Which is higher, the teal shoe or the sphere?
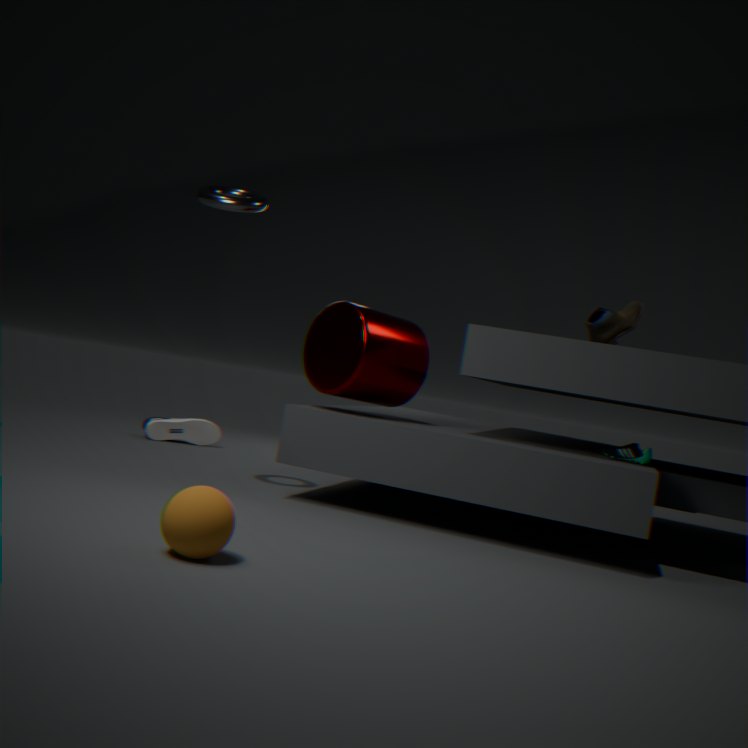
the teal shoe
